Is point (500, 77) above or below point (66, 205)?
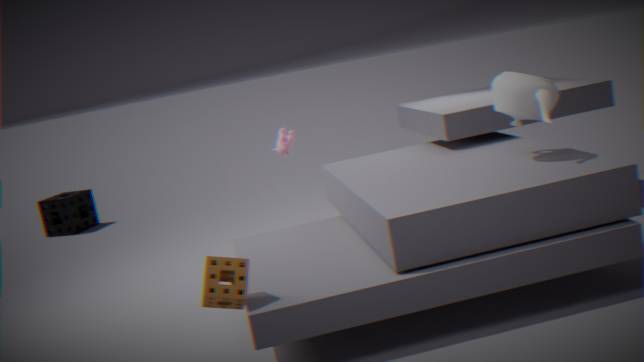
above
